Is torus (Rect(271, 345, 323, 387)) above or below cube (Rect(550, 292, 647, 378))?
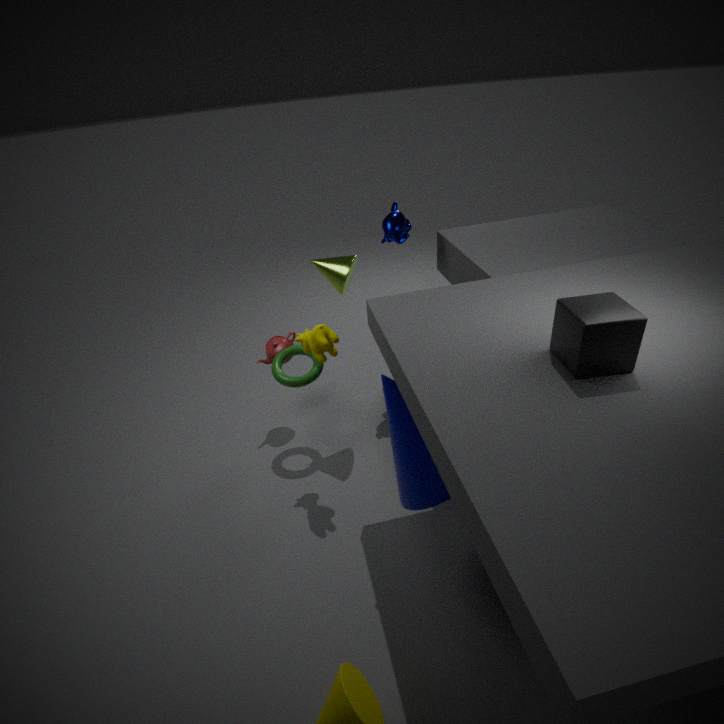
below
